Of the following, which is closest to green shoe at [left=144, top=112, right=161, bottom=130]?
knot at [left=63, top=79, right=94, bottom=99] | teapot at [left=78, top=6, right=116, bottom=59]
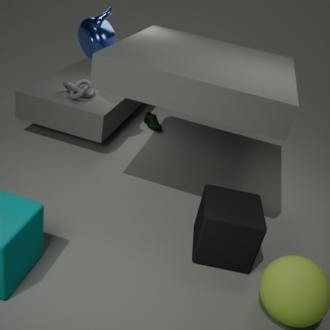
knot at [left=63, top=79, right=94, bottom=99]
